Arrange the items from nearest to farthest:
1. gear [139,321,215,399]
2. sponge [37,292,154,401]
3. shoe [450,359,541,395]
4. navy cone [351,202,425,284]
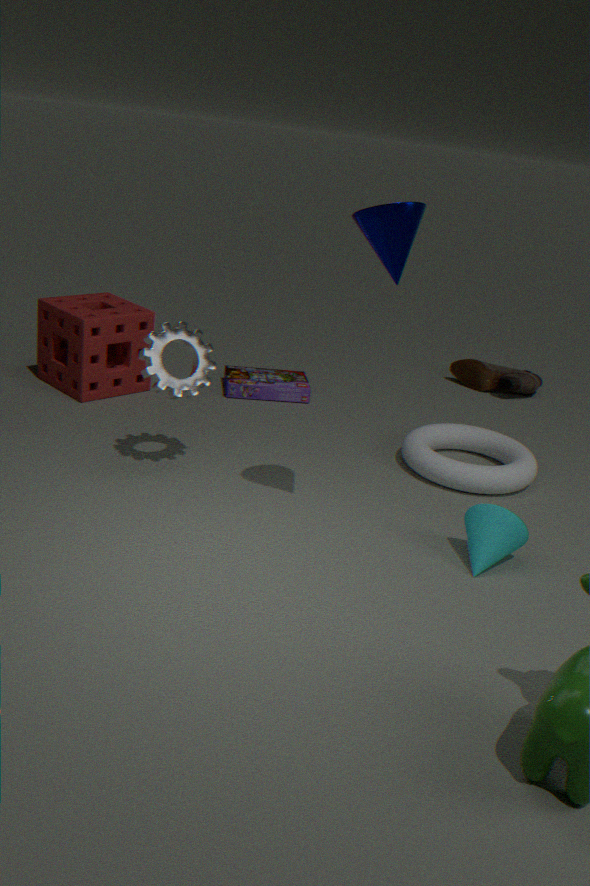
1. navy cone [351,202,425,284]
2. gear [139,321,215,399]
3. sponge [37,292,154,401]
4. shoe [450,359,541,395]
